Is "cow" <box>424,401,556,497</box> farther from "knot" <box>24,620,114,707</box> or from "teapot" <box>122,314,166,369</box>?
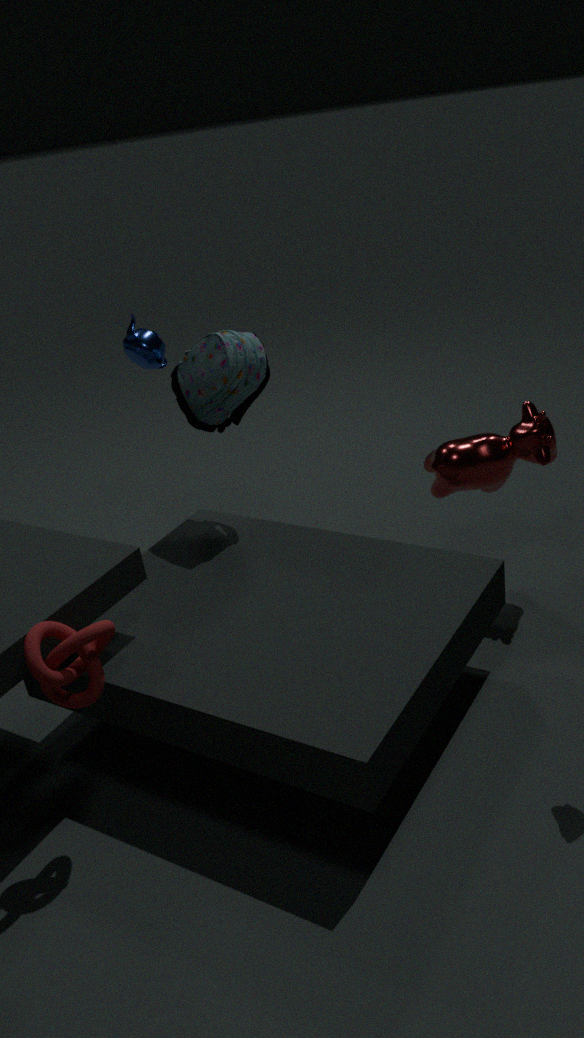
"knot" <box>24,620,114,707</box>
